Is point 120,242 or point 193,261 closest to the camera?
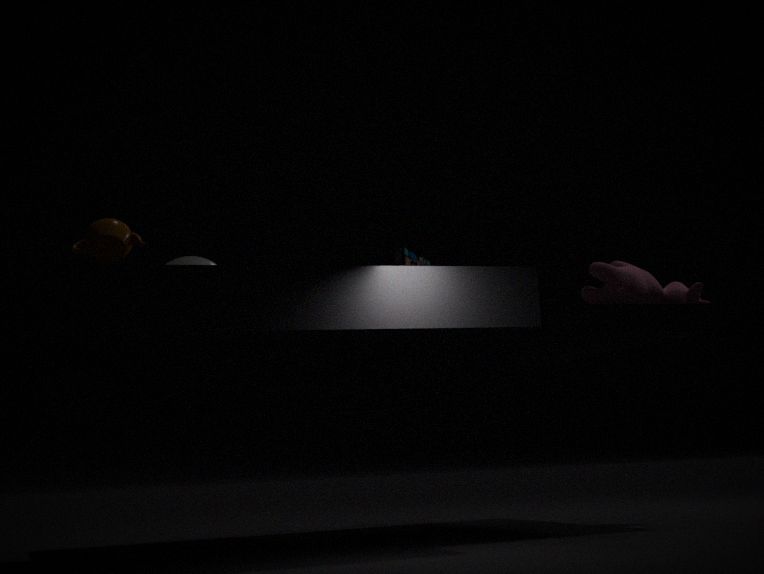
point 120,242
